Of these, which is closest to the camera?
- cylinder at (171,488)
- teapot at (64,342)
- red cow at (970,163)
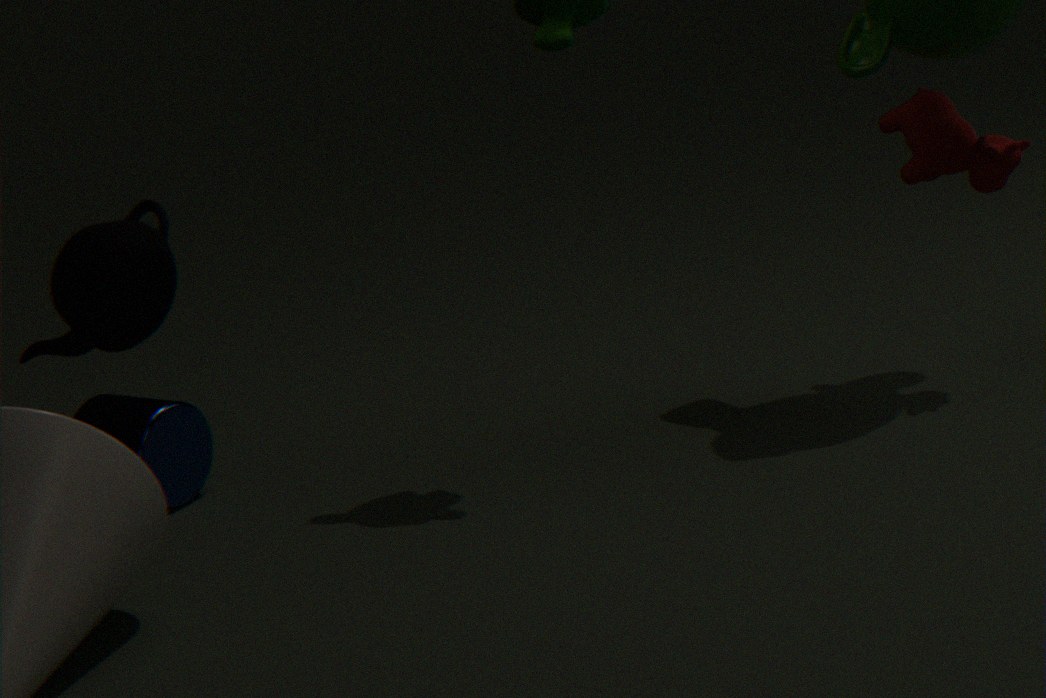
teapot at (64,342)
